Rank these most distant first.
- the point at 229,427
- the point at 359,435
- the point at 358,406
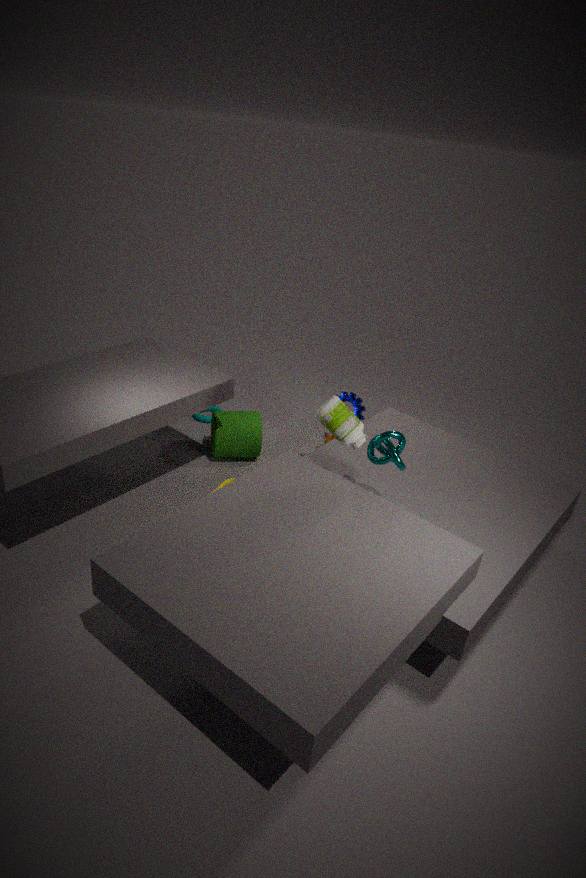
the point at 229,427
the point at 358,406
the point at 359,435
